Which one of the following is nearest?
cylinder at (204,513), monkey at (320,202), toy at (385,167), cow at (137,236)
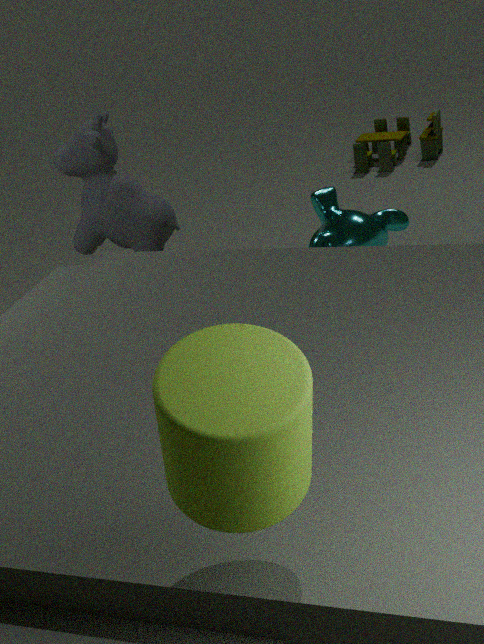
cylinder at (204,513)
